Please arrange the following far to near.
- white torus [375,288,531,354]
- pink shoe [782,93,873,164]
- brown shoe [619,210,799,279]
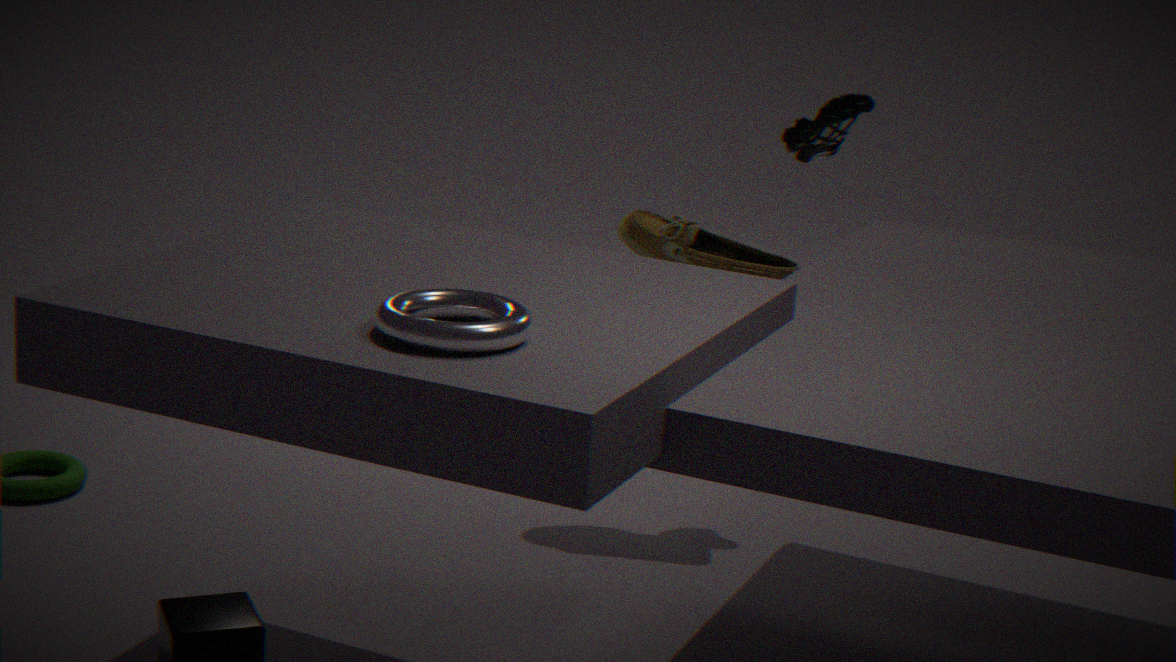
1. pink shoe [782,93,873,164]
2. brown shoe [619,210,799,279]
3. white torus [375,288,531,354]
